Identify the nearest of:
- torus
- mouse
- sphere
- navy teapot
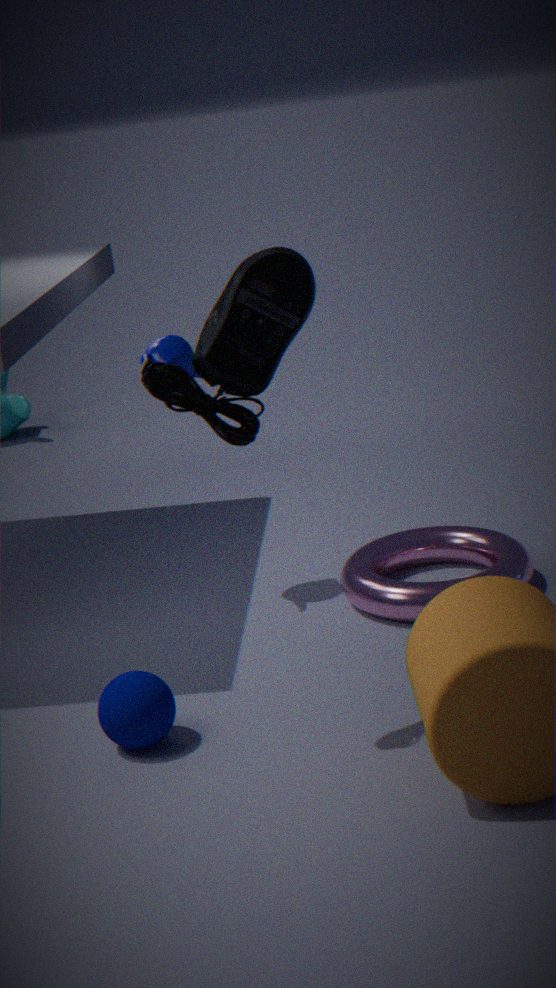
mouse
